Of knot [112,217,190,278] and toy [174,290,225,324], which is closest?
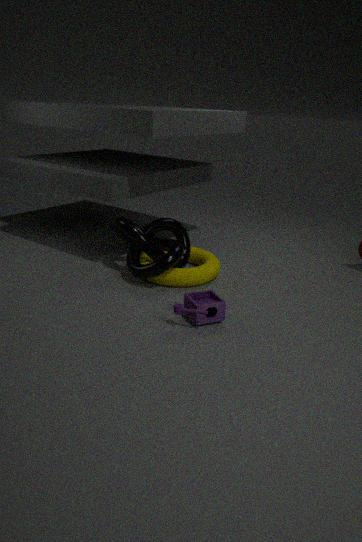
toy [174,290,225,324]
